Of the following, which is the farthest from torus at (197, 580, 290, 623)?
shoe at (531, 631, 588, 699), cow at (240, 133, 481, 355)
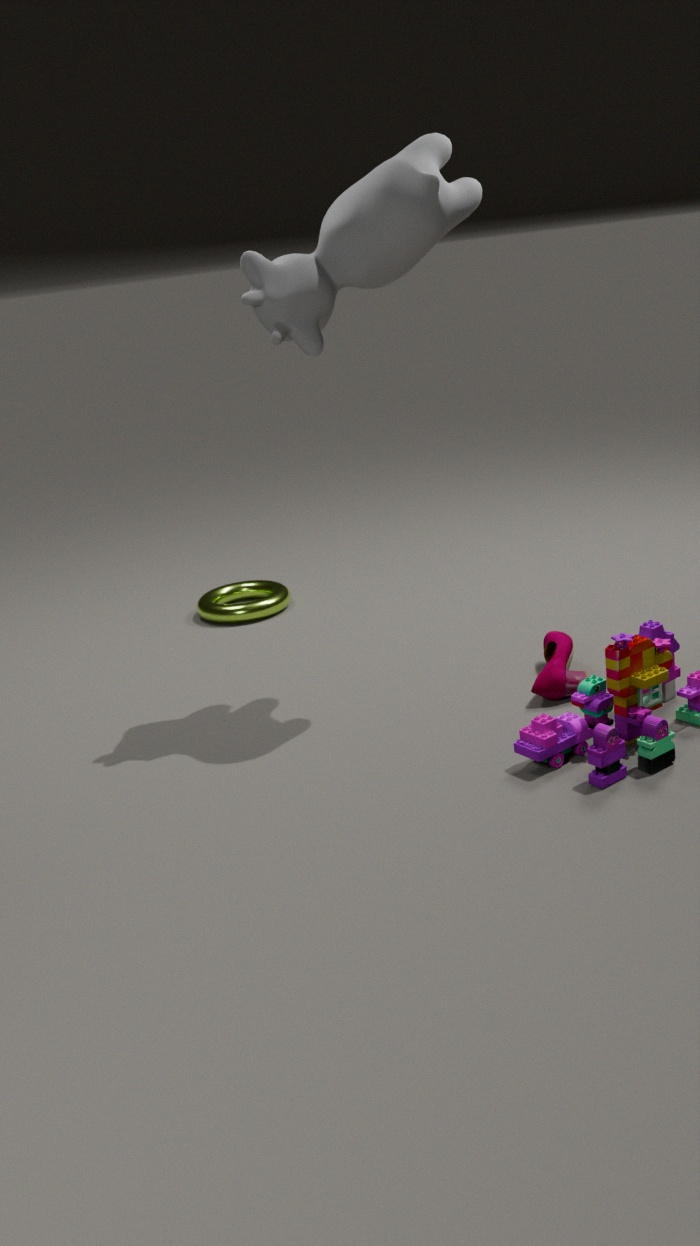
cow at (240, 133, 481, 355)
